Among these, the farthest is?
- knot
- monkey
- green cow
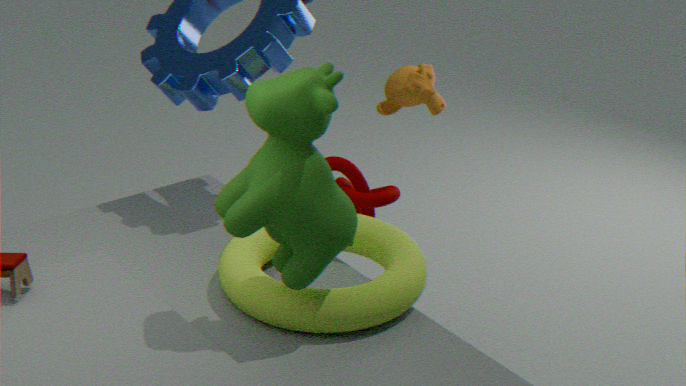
monkey
